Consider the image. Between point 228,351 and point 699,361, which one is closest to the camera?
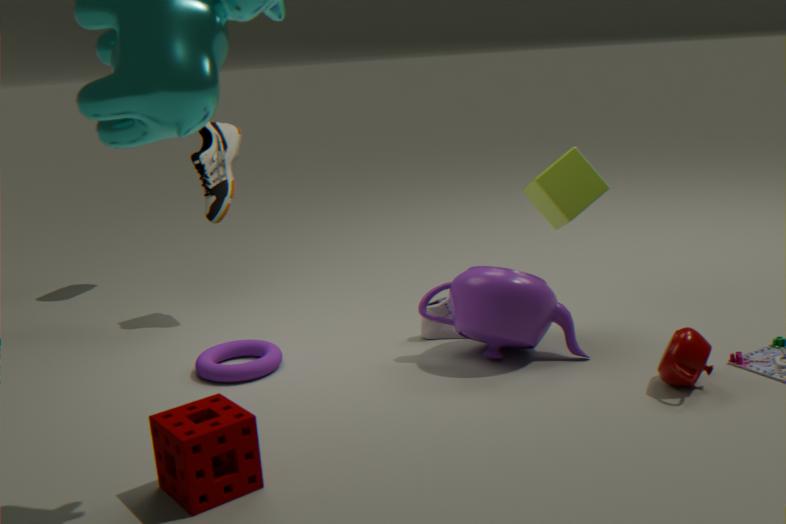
point 699,361
